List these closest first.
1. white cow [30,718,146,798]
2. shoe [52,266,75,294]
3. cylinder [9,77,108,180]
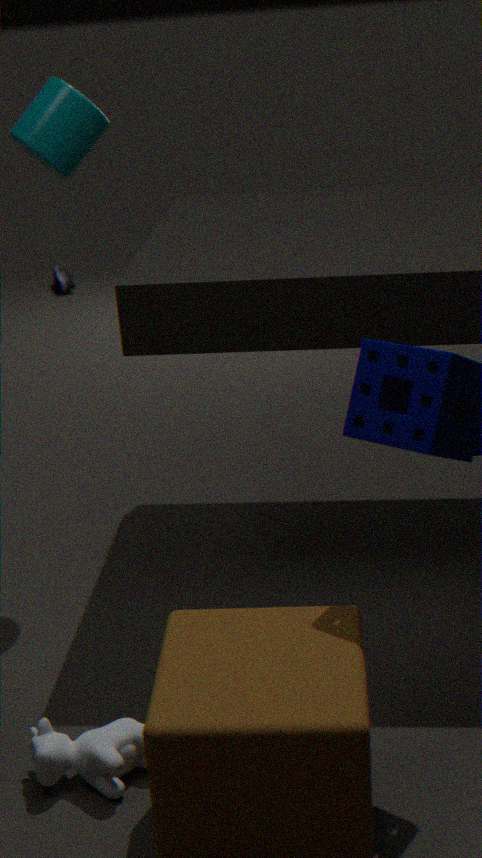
white cow [30,718,146,798] < cylinder [9,77,108,180] < shoe [52,266,75,294]
